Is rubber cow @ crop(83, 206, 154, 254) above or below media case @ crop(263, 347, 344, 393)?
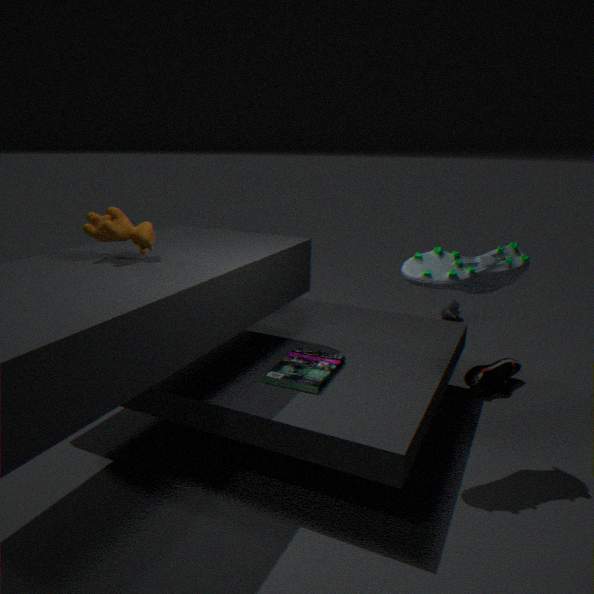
above
